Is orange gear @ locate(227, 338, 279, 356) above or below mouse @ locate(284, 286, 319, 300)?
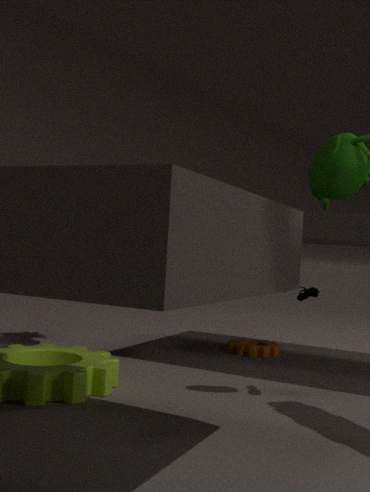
below
